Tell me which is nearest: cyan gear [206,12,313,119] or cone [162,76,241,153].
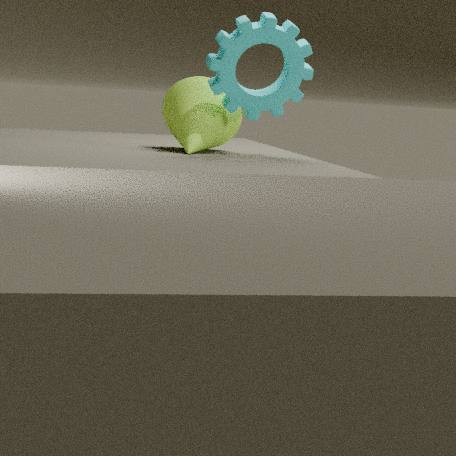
cyan gear [206,12,313,119]
